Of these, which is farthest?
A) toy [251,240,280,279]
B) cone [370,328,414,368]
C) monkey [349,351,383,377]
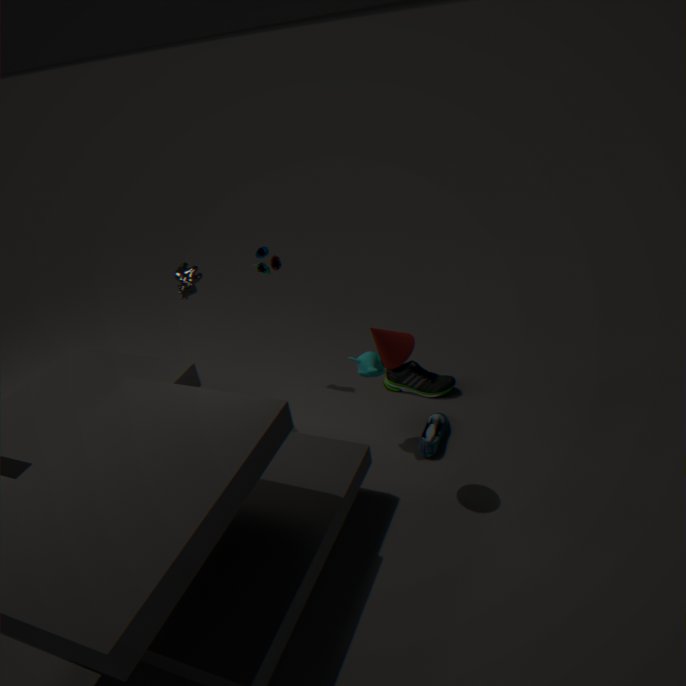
toy [251,240,280,279]
